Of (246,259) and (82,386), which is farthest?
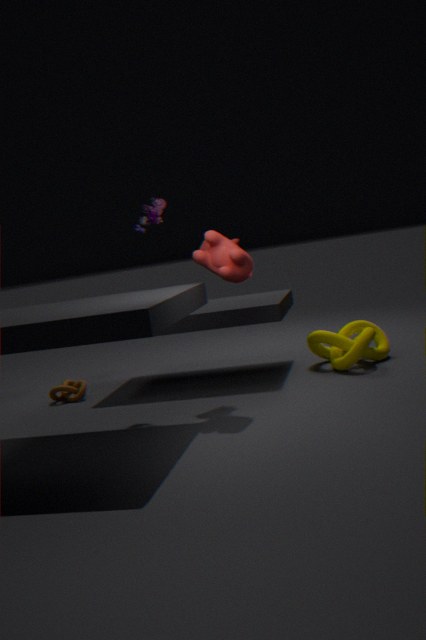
(82,386)
